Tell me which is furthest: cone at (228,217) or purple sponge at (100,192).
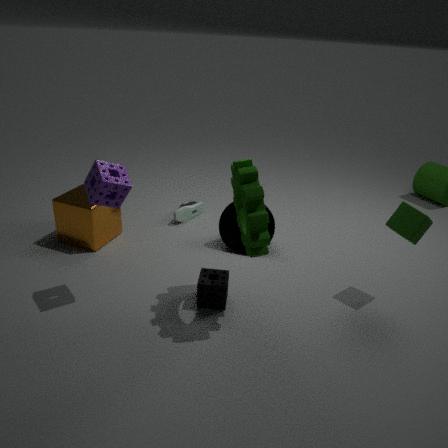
cone at (228,217)
